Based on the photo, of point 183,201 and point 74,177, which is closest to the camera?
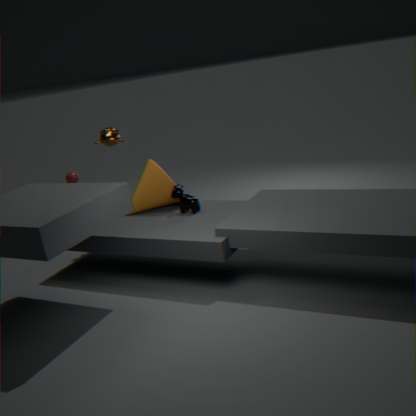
point 183,201
